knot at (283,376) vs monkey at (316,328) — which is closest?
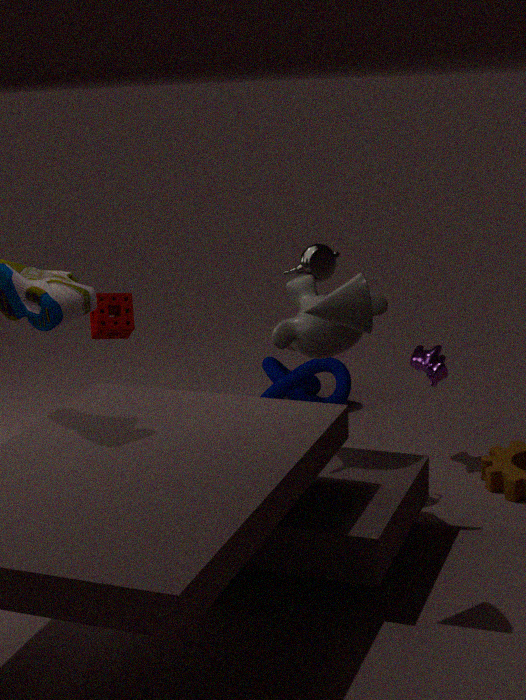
monkey at (316,328)
